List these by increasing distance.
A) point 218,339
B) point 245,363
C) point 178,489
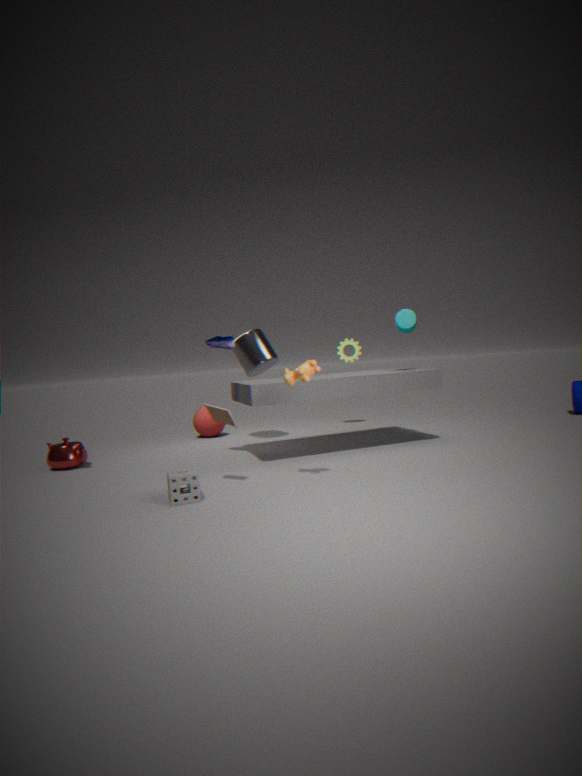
point 178,489
point 218,339
point 245,363
